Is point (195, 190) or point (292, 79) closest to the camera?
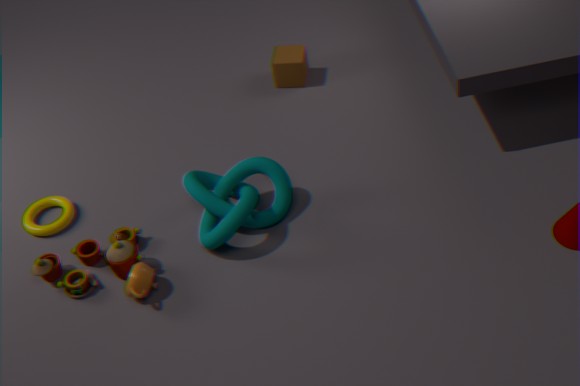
point (195, 190)
